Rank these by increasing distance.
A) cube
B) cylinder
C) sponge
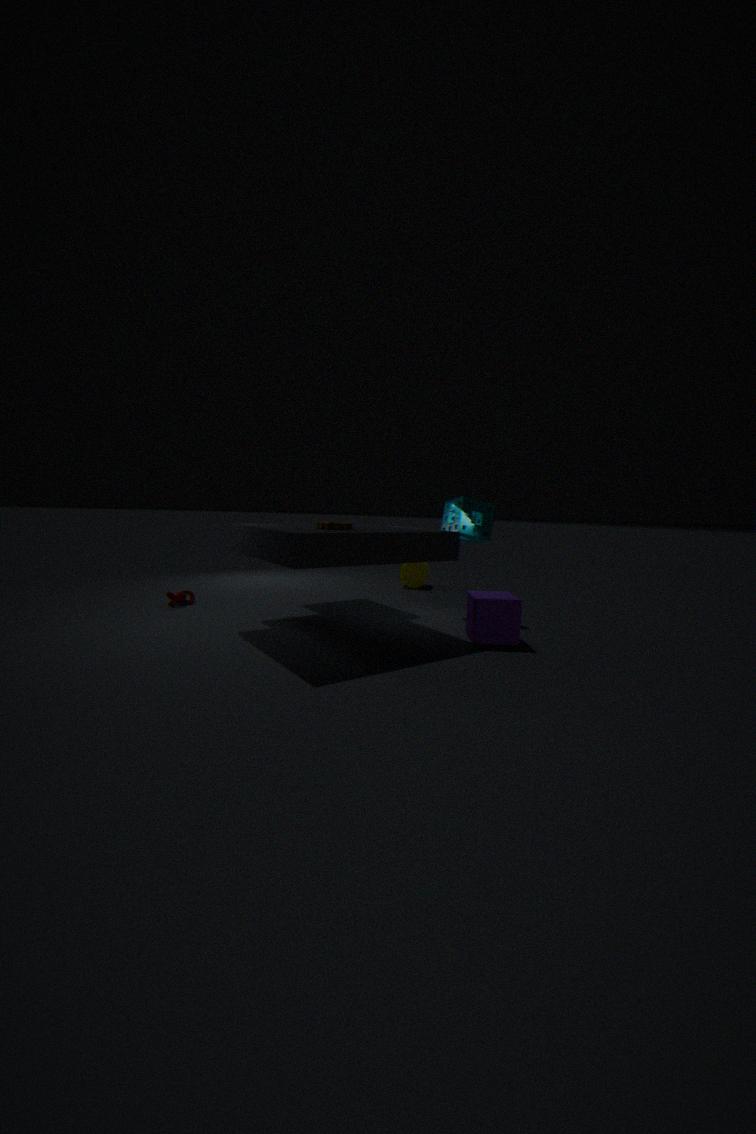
cube < sponge < cylinder
